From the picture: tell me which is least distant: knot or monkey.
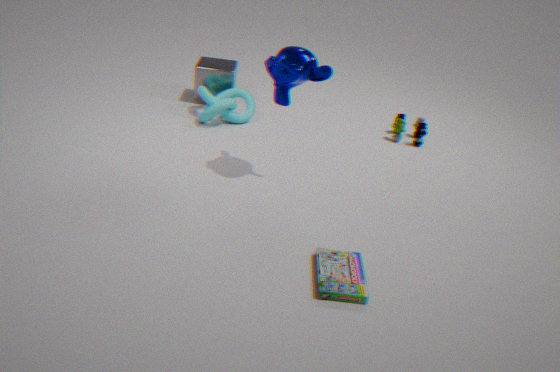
monkey
